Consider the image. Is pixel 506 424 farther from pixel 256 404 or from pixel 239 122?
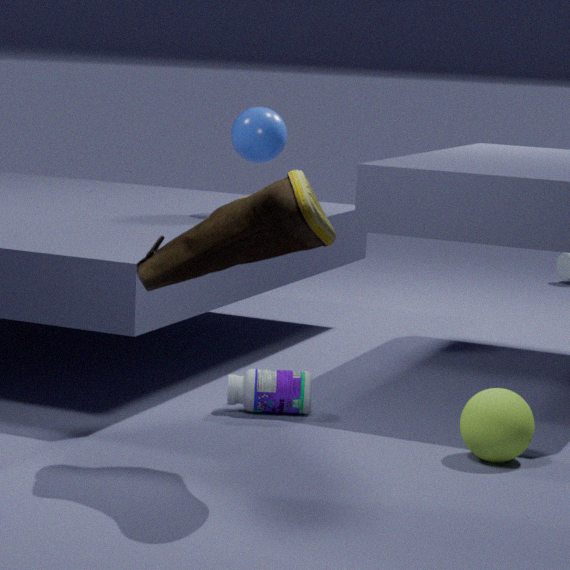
pixel 239 122
